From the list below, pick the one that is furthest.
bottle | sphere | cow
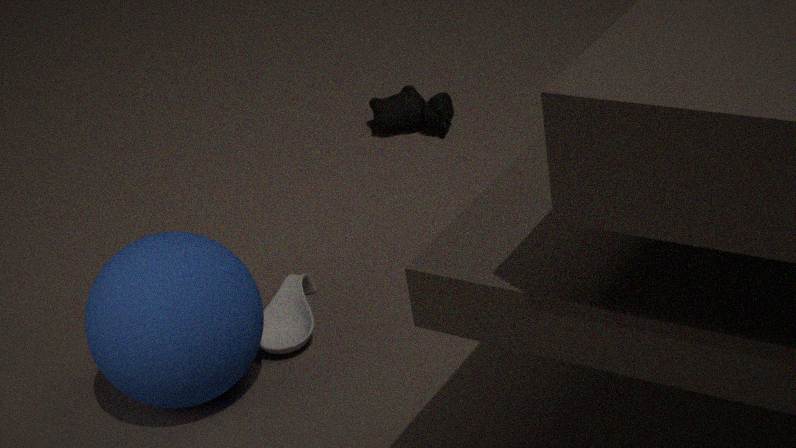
cow
